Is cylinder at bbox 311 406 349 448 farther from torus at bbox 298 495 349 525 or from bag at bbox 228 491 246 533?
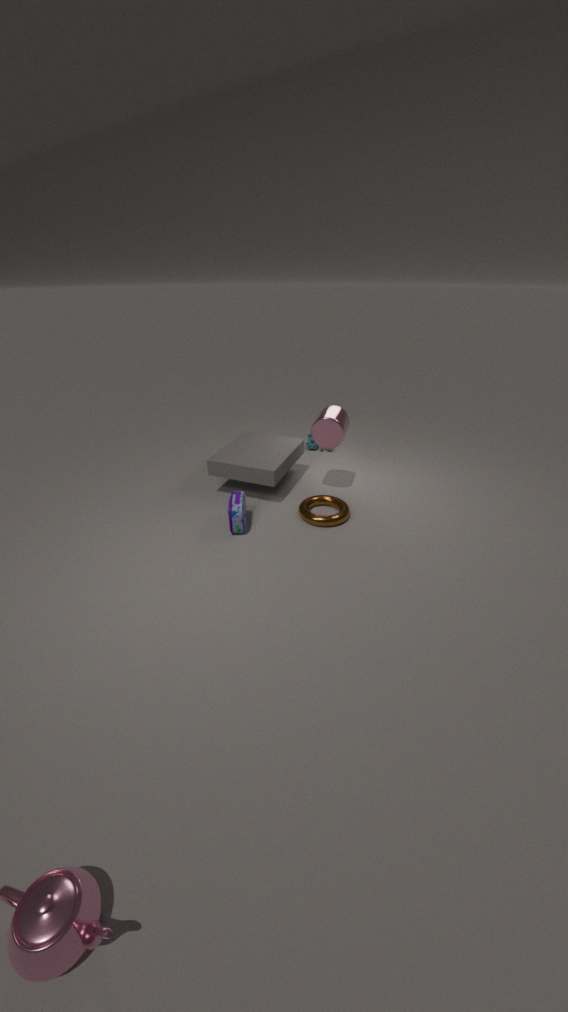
bag at bbox 228 491 246 533
